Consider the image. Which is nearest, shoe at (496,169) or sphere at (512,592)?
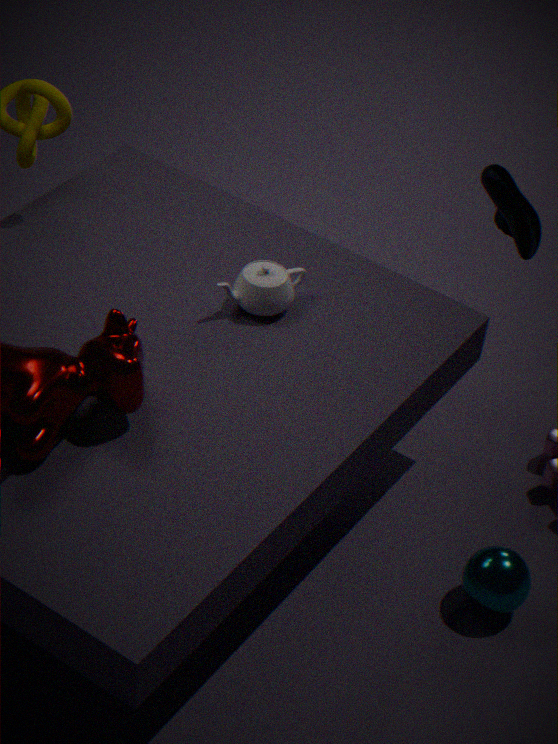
sphere at (512,592)
